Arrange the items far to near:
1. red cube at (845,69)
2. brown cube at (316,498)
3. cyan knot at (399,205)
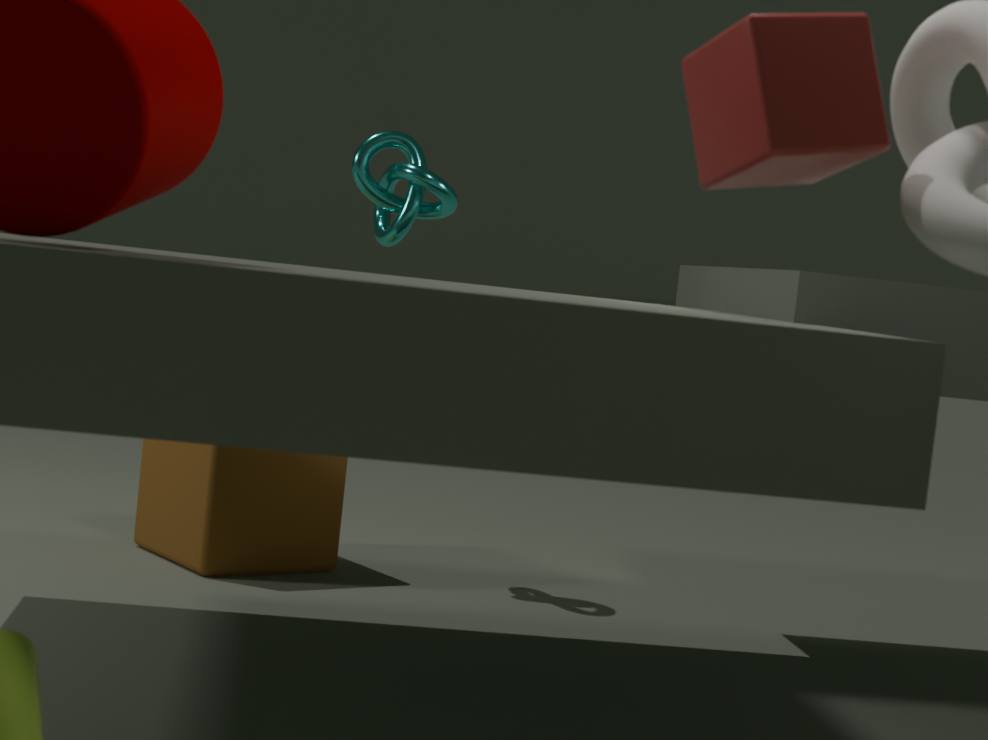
1. cyan knot at (399,205)
2. brown cube at (316,498)
3. red cube at (845,69)
